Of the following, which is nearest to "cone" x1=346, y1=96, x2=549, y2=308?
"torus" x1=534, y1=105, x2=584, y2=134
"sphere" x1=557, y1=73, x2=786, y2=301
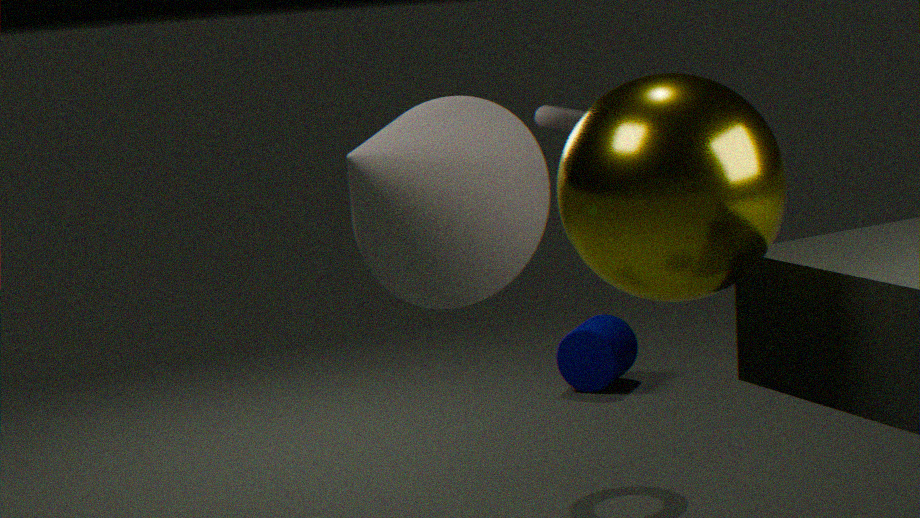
"sphere" x1=557, y1=73, x2=786, y2=301
